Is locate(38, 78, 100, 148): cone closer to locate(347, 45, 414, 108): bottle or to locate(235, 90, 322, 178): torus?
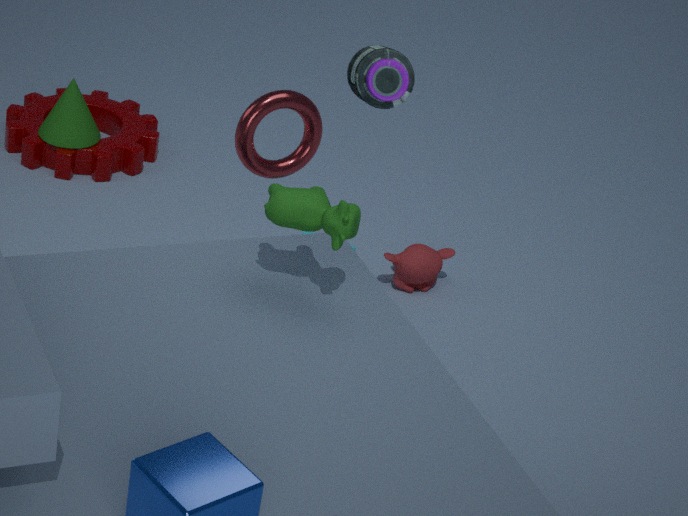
locate(235, 90, 322, 178): torus
